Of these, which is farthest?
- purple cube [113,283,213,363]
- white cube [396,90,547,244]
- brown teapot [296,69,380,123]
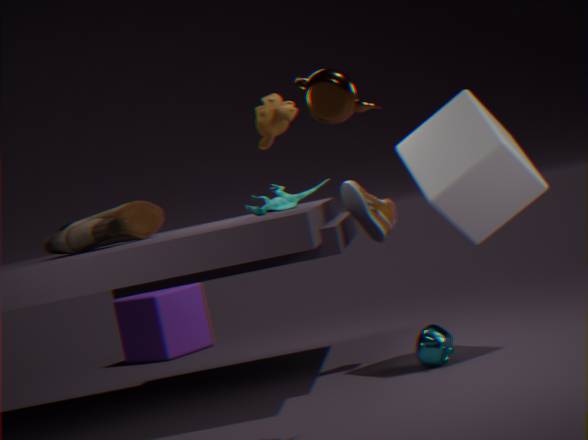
purple cube [113,283,213,363]
